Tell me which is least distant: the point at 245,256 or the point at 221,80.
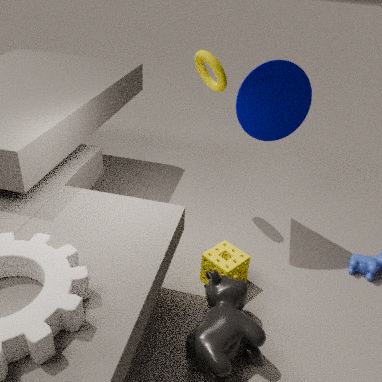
Result: the point at 245,256
